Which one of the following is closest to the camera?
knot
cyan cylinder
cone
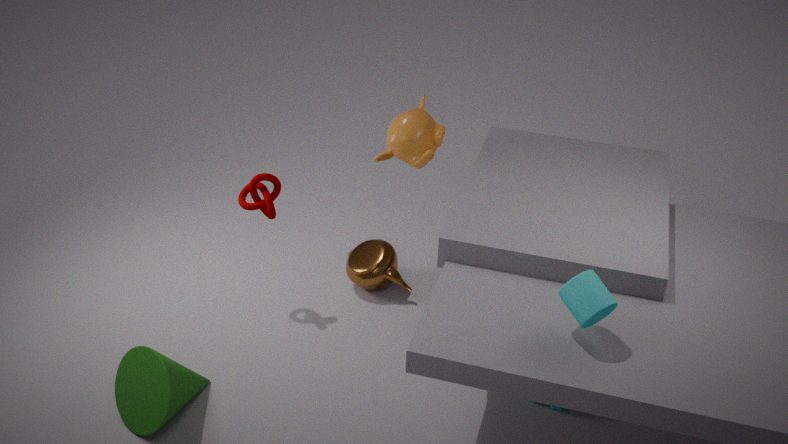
cyan cylinder
